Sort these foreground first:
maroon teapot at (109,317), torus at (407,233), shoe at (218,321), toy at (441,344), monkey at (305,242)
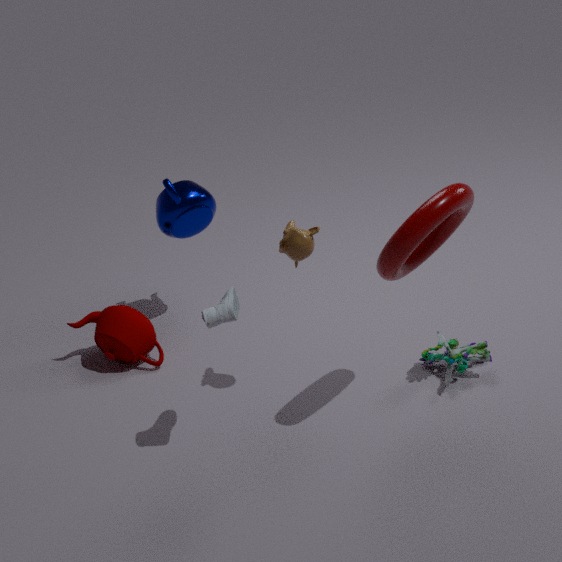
torus at (407,233) < shoe at (218,321) < monkey at (305,242) < toy at (441,344) < maroon teapot at (109,317)
